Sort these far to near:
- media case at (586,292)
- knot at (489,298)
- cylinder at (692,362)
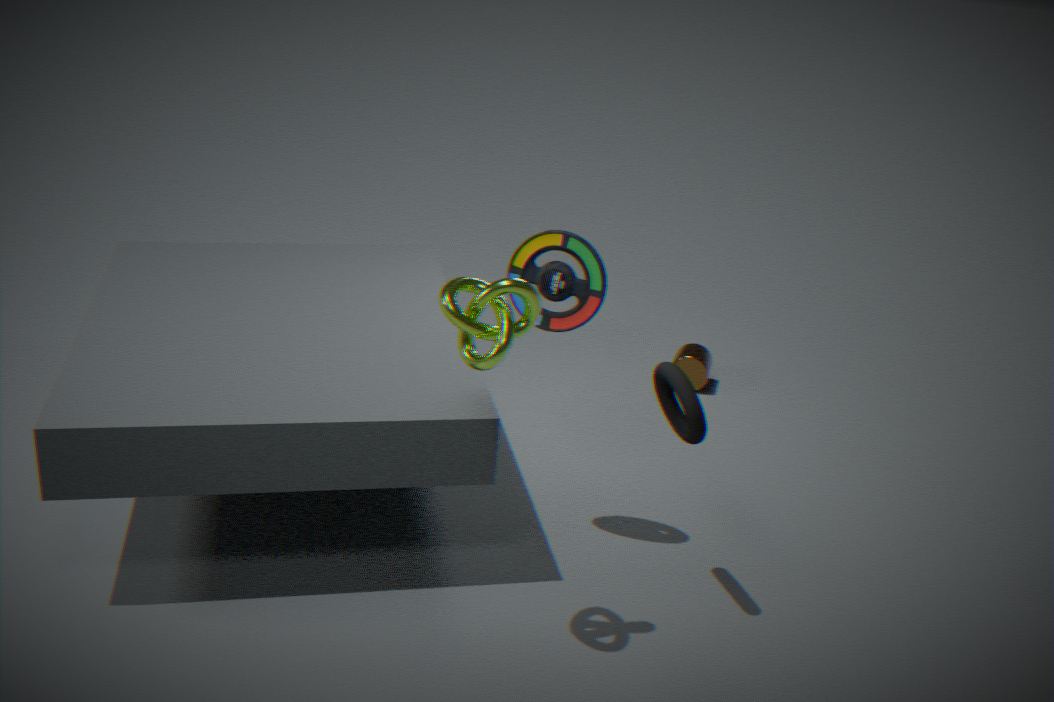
cylinder at (692,362)
media case at (586,292)
knot at (489,298)
